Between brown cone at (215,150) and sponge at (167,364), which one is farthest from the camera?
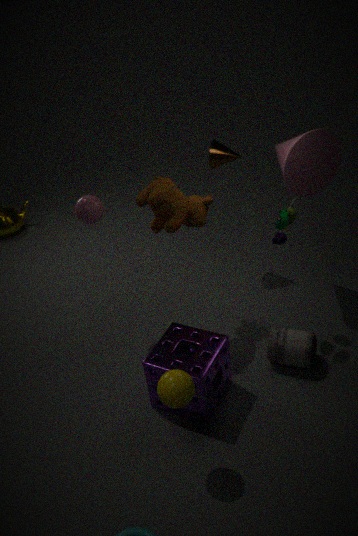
brown cone at (215,150)
